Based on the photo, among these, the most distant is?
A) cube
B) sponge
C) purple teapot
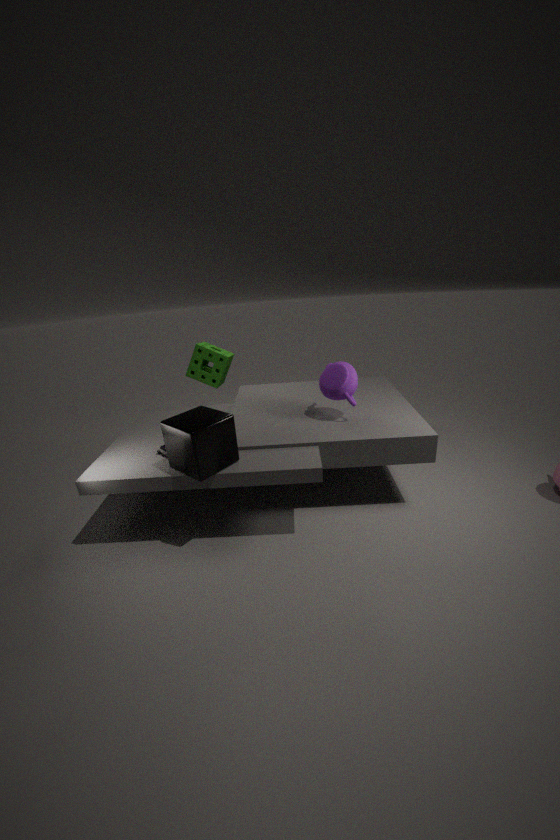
sponge
